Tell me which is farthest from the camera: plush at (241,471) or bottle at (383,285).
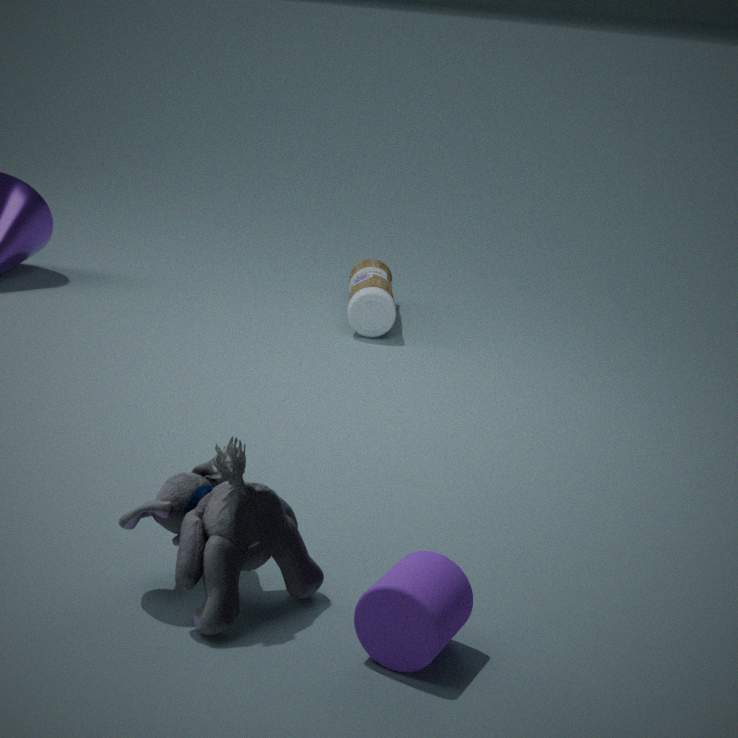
bottle at (383,285)
